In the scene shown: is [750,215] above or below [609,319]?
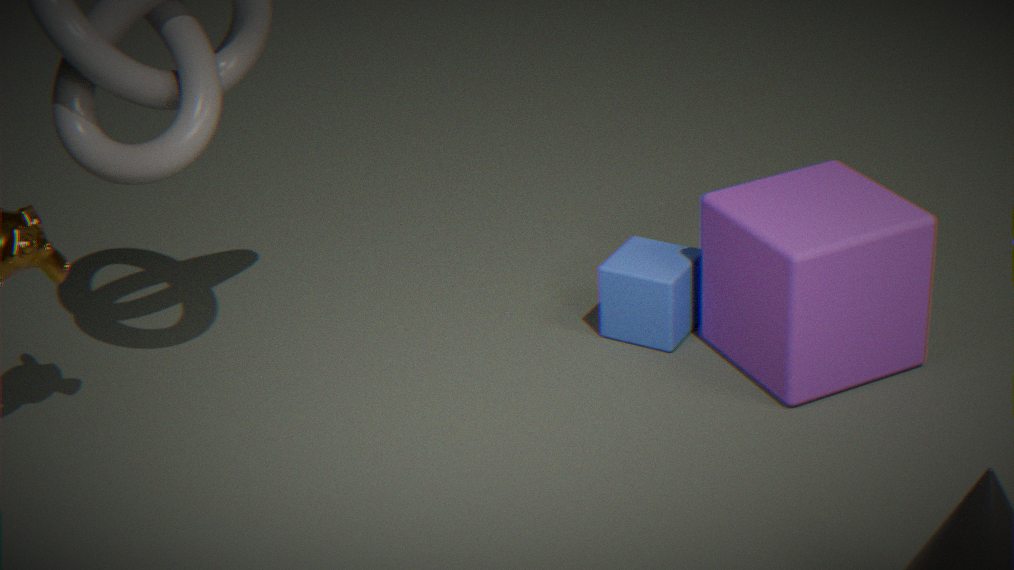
above
